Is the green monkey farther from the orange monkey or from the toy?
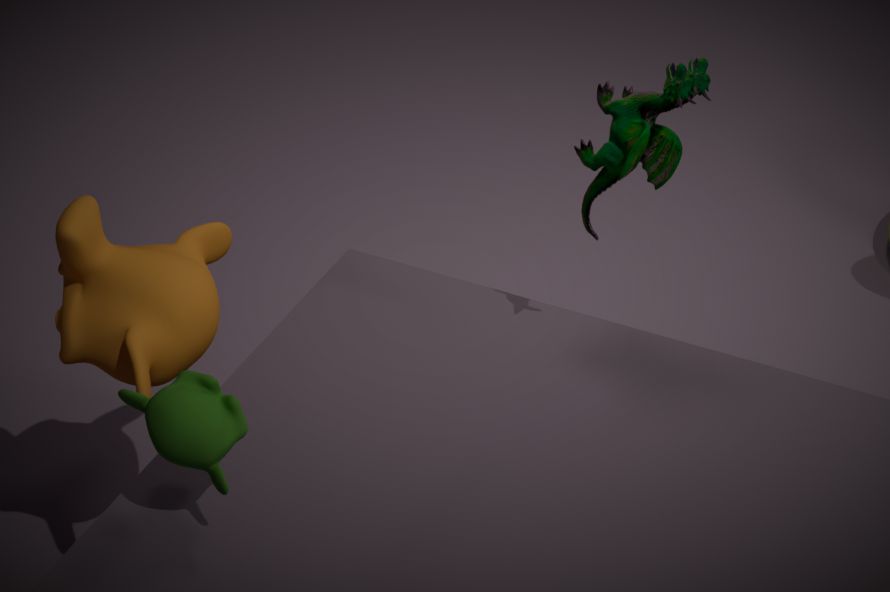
the toy
